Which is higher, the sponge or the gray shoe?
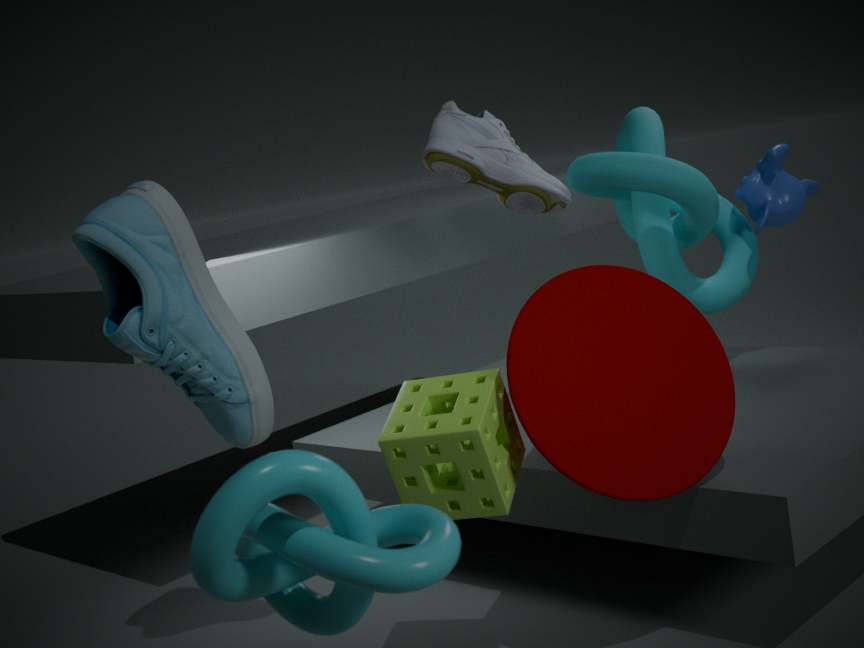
the gray shoe
